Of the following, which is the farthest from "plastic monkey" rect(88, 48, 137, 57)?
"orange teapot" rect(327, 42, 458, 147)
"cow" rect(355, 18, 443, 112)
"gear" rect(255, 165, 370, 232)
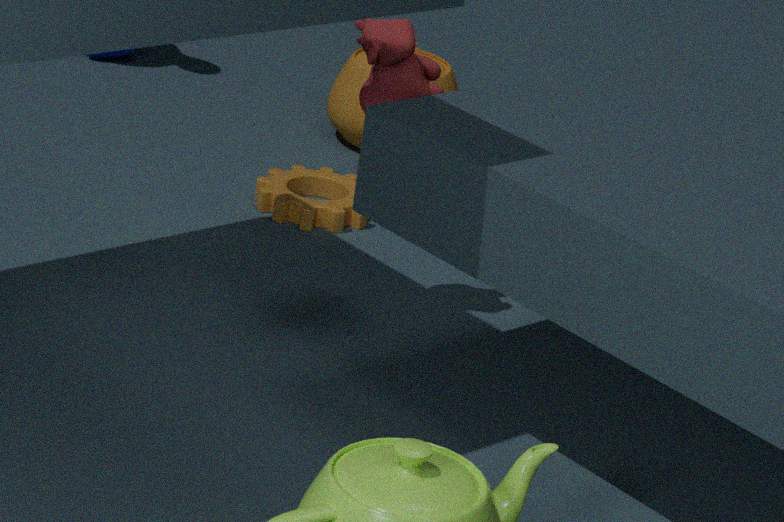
"cow" rect(355, 18, 443, 112)
